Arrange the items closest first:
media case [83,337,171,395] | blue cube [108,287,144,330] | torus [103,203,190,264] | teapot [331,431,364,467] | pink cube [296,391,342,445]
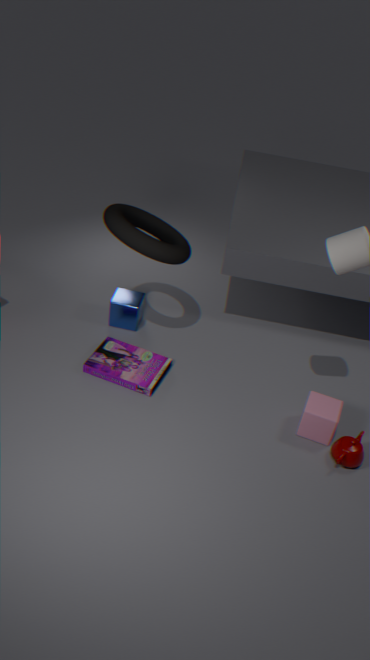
teapot [331,431,364,467]
pink cube [296,391,342,445]
torus [103,203,190,264]
media case [83,337,171,395]
blue cube [108,287,144,330]
